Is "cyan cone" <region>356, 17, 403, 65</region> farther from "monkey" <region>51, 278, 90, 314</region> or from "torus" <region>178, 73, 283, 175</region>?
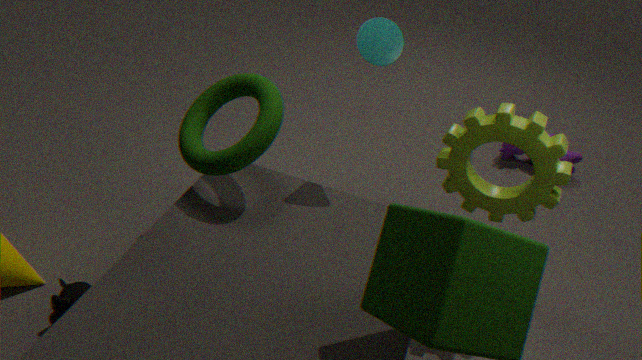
"monkey" <region>51, 278, 90, 314</region>
